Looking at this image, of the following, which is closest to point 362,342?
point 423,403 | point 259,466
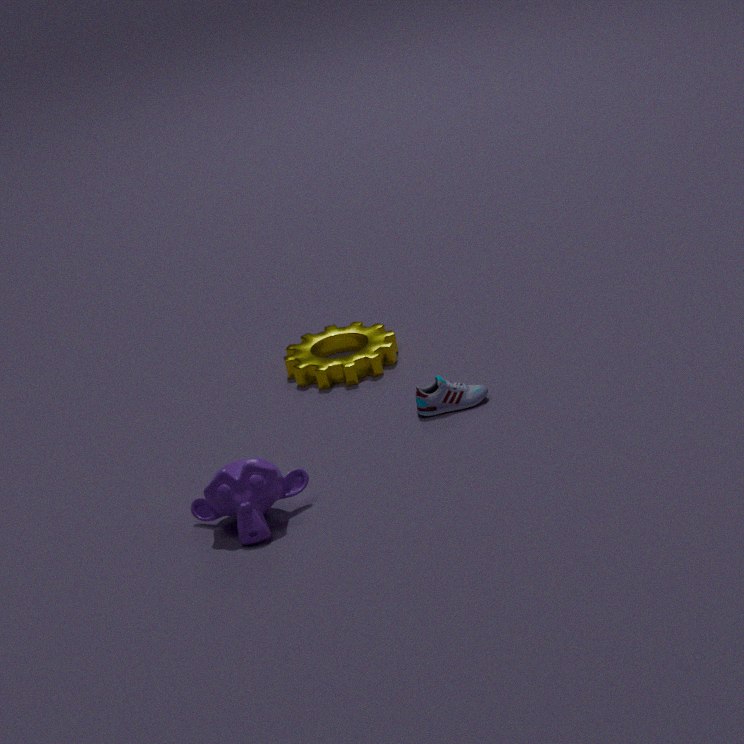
point 423,403
